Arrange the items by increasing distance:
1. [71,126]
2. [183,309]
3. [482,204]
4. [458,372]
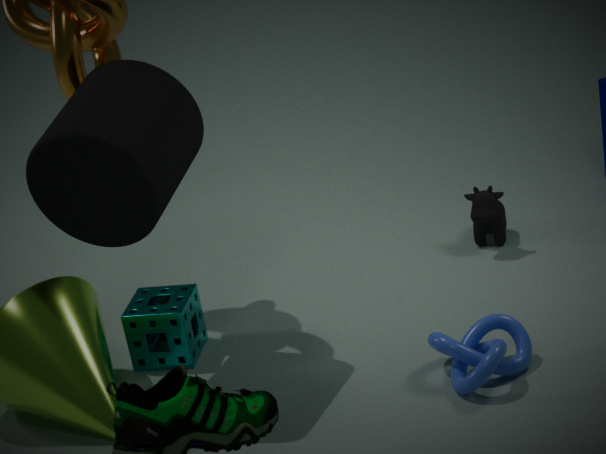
1. [71,126]
2. [458,372]
3. [183,309]
4. [482,204]
